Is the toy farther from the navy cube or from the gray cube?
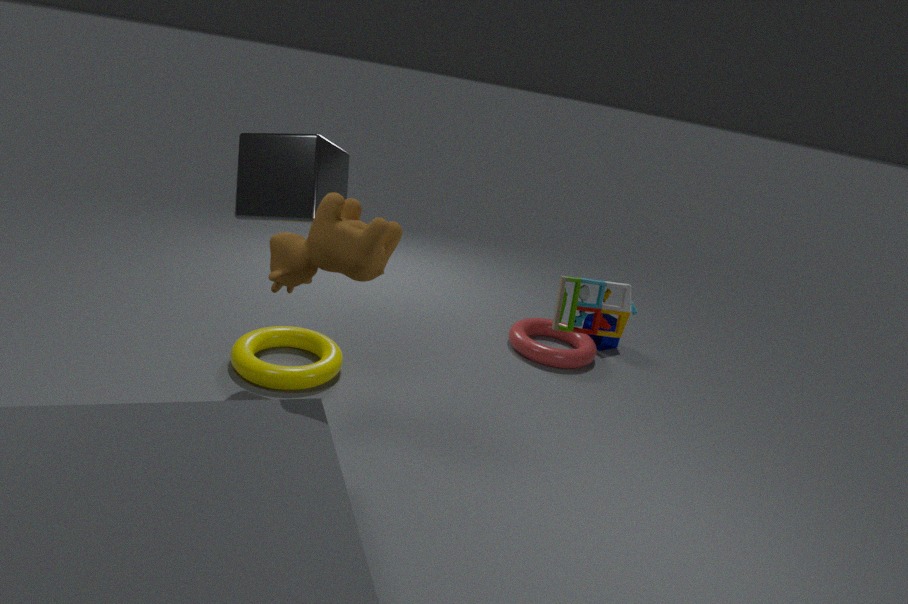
the navy cube
